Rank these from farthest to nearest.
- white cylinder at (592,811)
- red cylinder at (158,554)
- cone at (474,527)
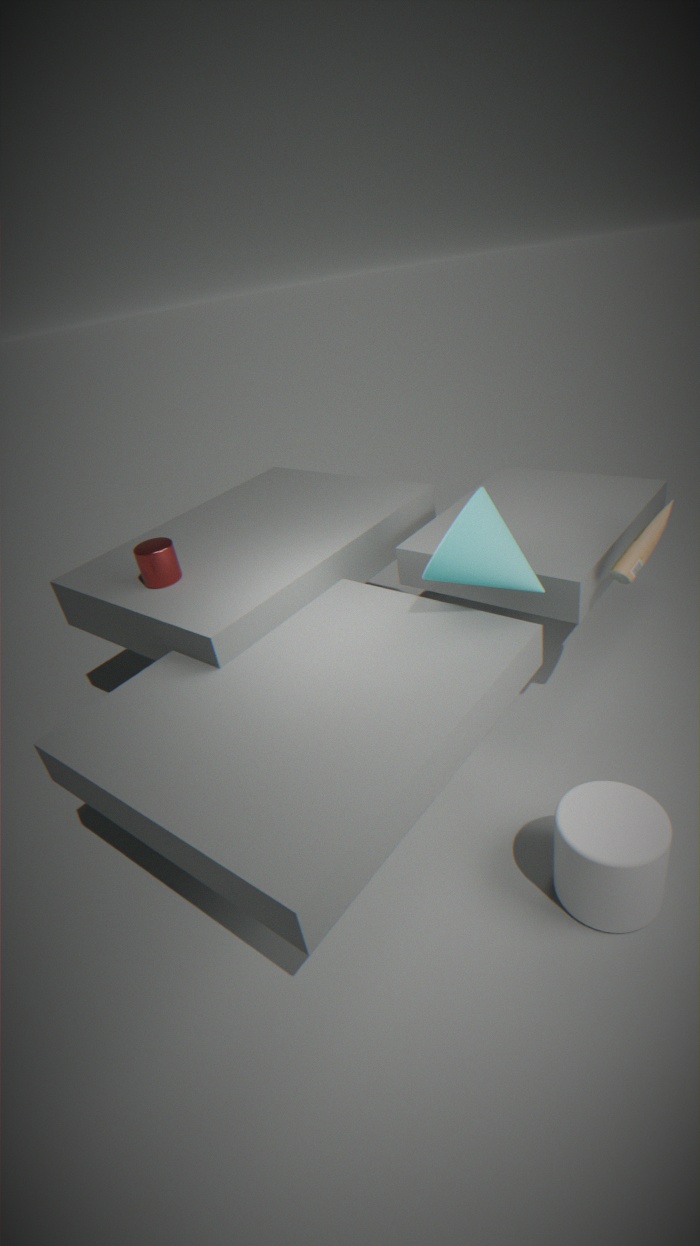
1. red cylinder at (158,554)
2. cone at (474,527)
3. white cylinder at (592,811)
